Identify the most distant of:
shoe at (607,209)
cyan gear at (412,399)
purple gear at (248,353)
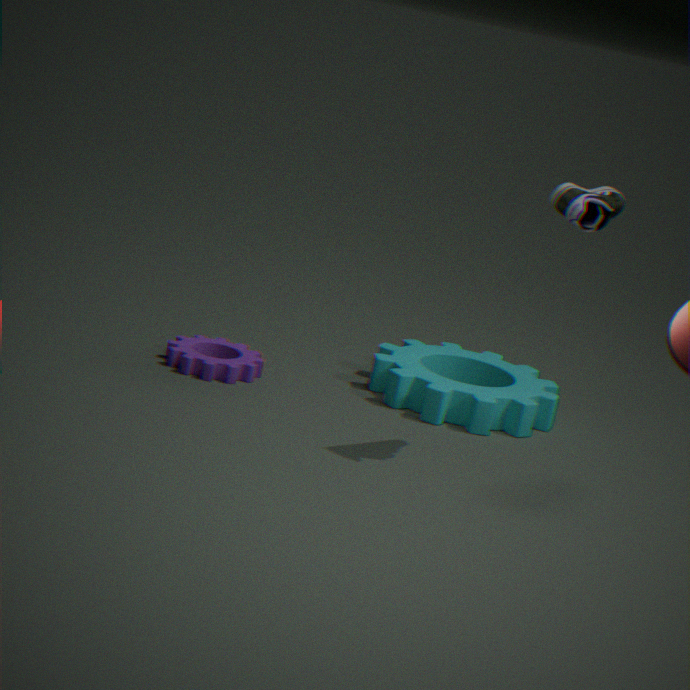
cyan gear at (412,399)
